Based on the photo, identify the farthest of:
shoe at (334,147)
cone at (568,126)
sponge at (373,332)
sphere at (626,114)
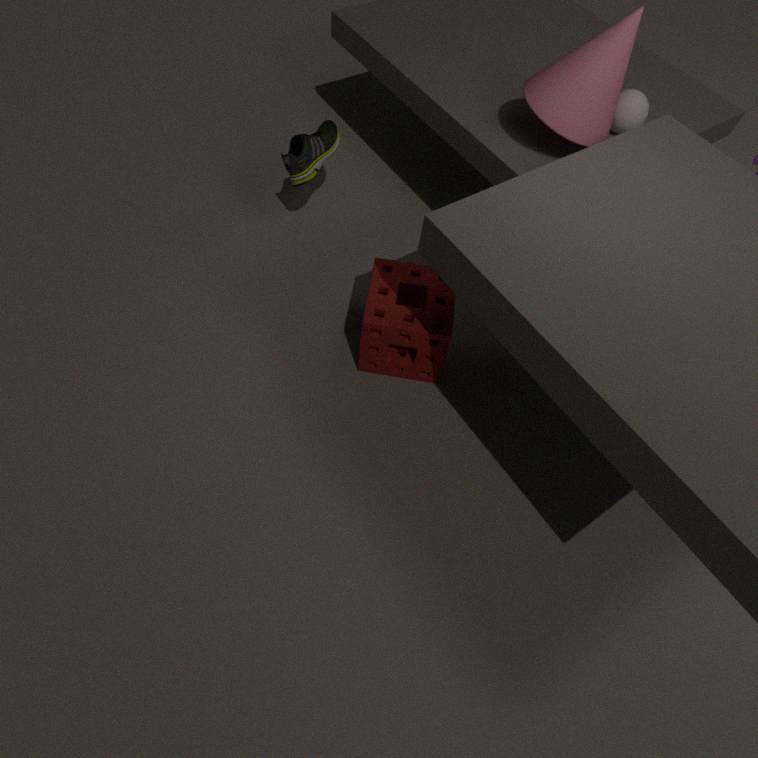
shoe at (334,147)
